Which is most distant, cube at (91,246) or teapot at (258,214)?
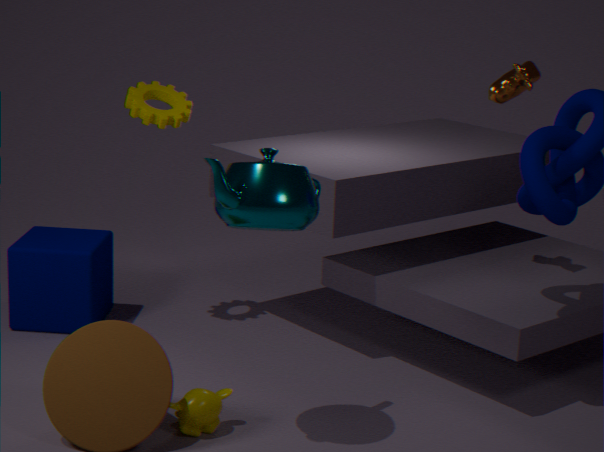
cube at (91,246)
